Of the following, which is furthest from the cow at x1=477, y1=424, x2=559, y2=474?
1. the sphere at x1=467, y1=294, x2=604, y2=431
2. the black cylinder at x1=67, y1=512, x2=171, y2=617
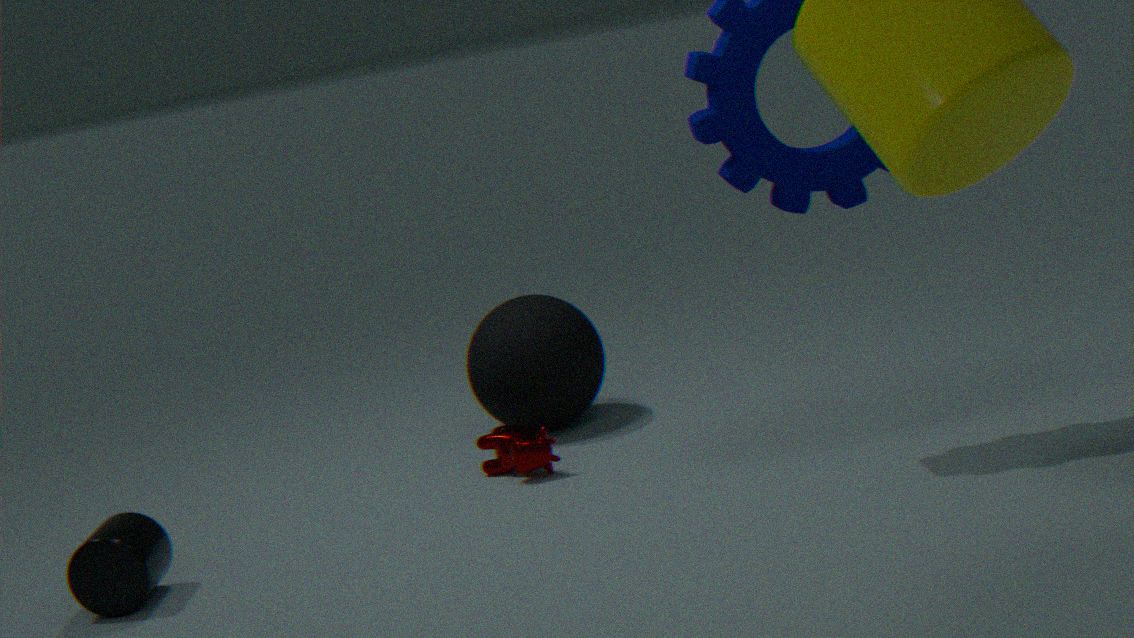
the black cylinder at x1=67, y1=512, x2=171, y2=617
